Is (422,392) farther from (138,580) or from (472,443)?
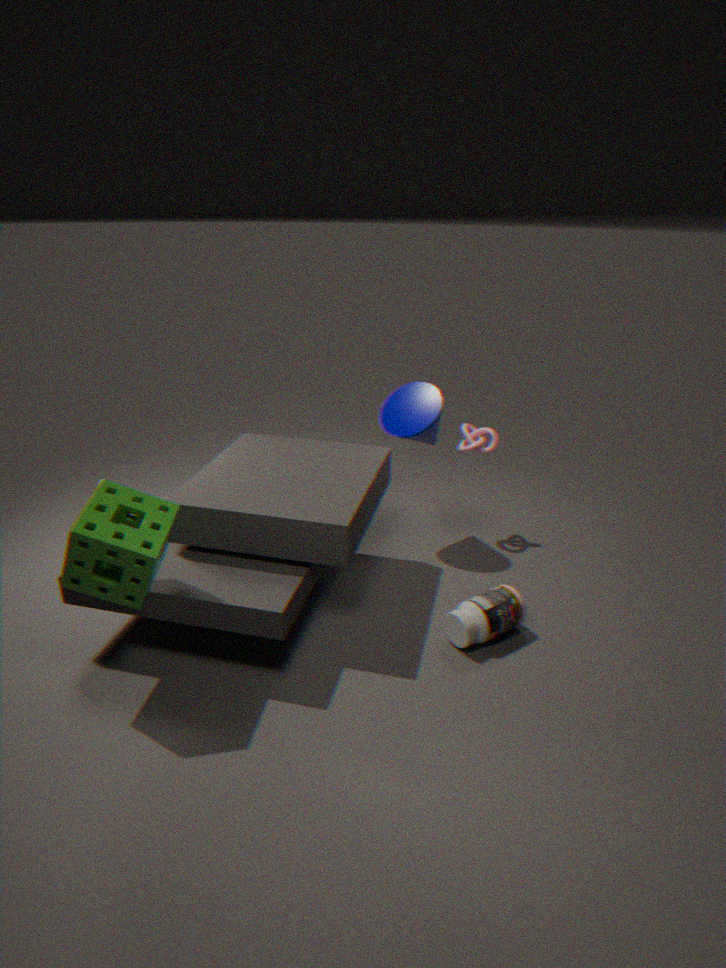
(138,580)
